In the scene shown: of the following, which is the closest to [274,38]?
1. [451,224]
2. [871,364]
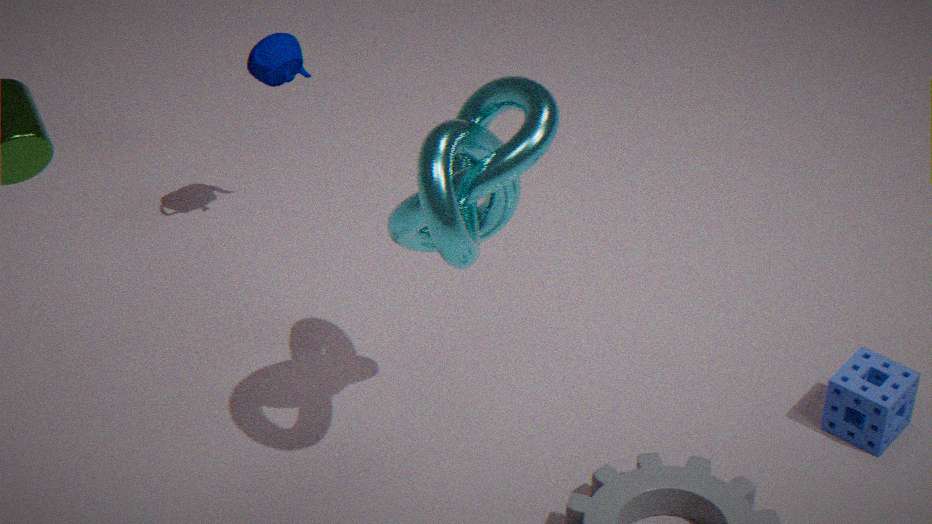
A: [451,224]
